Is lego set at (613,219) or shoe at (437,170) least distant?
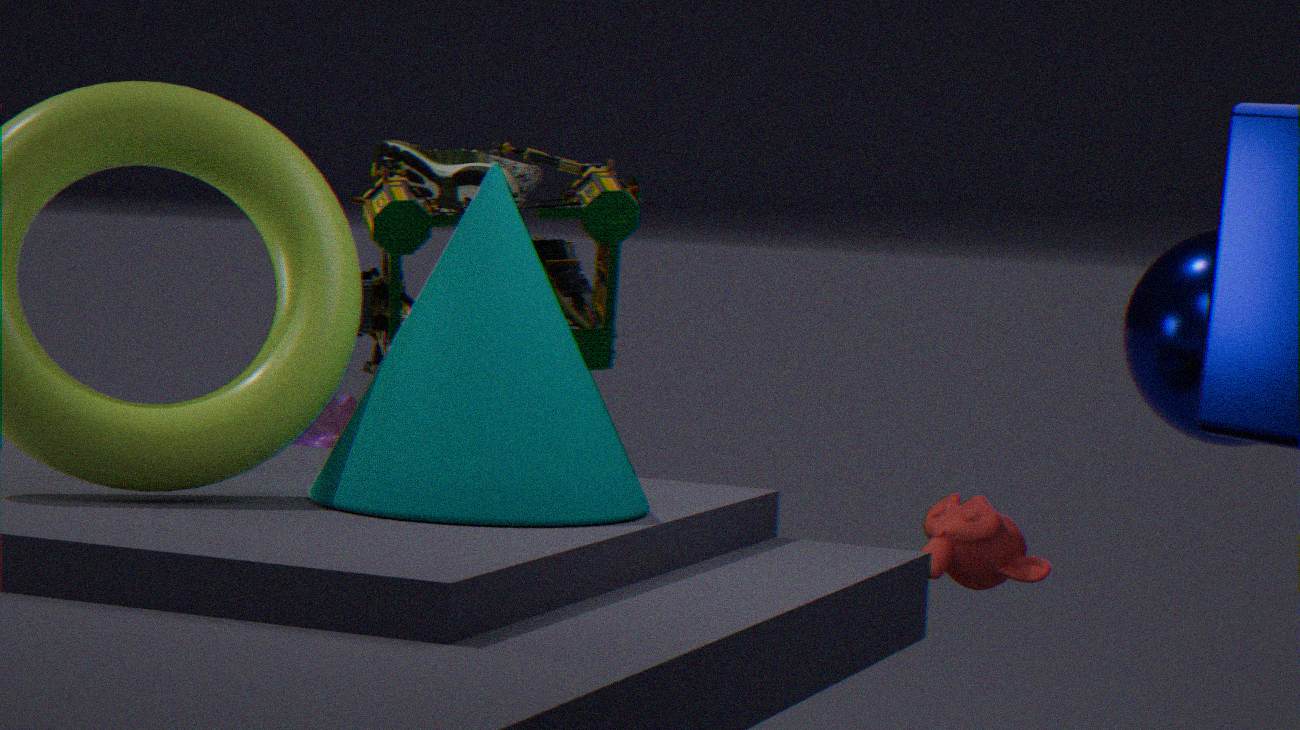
lego set at (613,219)
